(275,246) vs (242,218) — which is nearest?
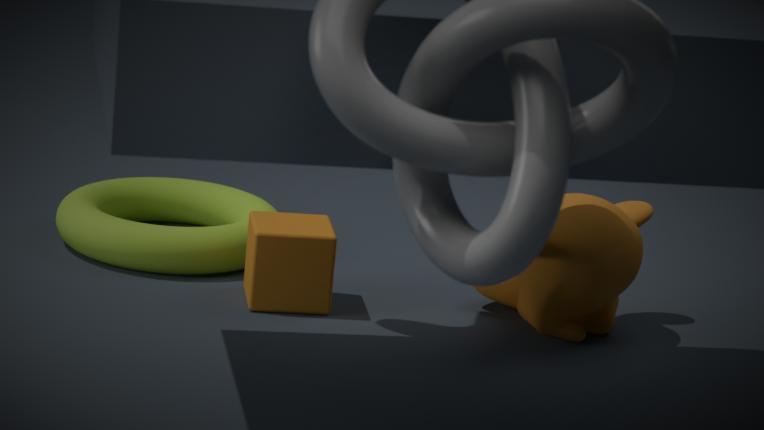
(275,246)
